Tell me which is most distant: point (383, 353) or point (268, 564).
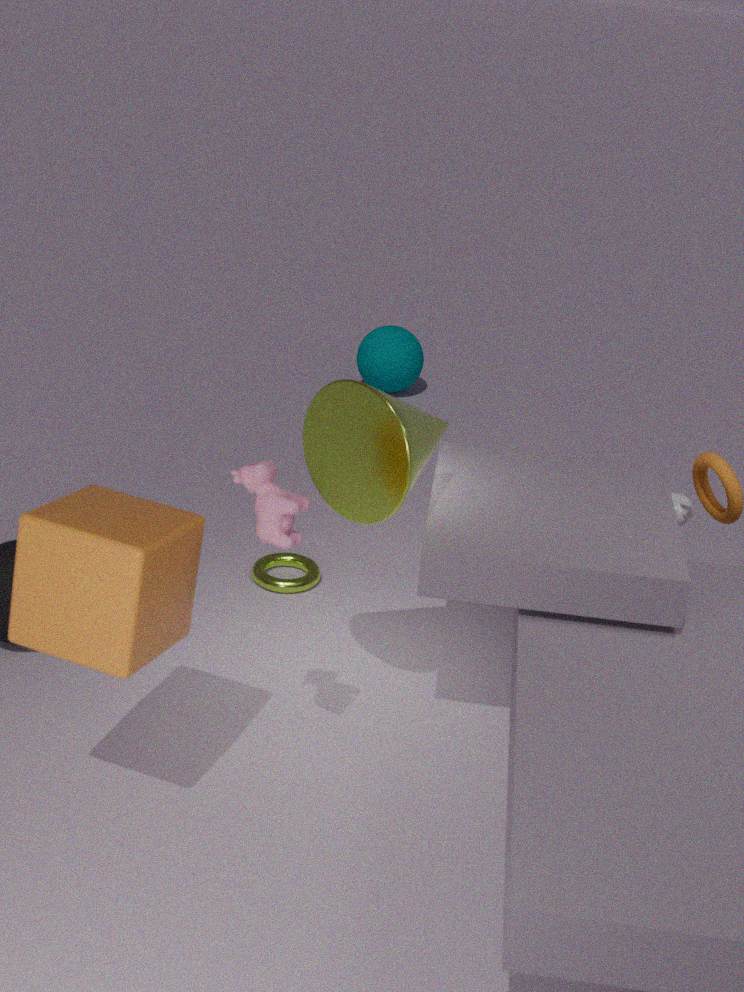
point (383, 353)
